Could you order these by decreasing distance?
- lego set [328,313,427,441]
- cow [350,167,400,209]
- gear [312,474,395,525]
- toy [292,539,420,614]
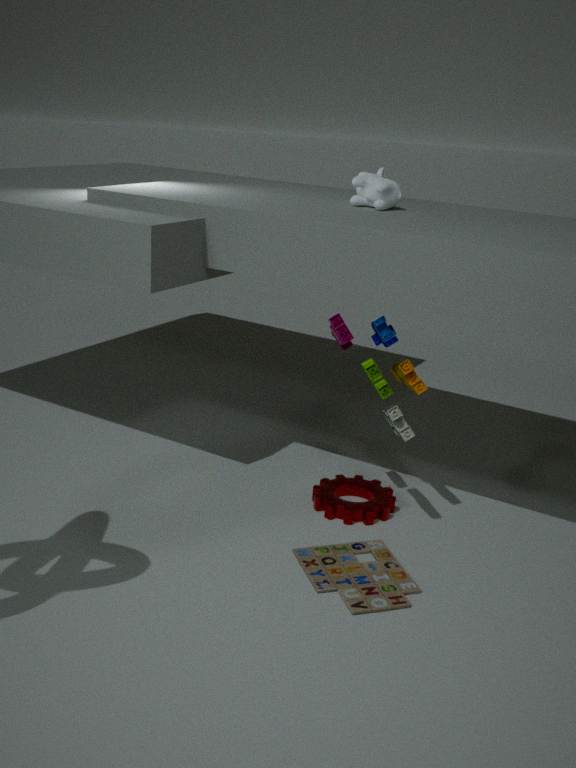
cow [350,167,400,209], gear [312,474,395,525], lego set [328,313,427,441], toy [292,539,420,614]
